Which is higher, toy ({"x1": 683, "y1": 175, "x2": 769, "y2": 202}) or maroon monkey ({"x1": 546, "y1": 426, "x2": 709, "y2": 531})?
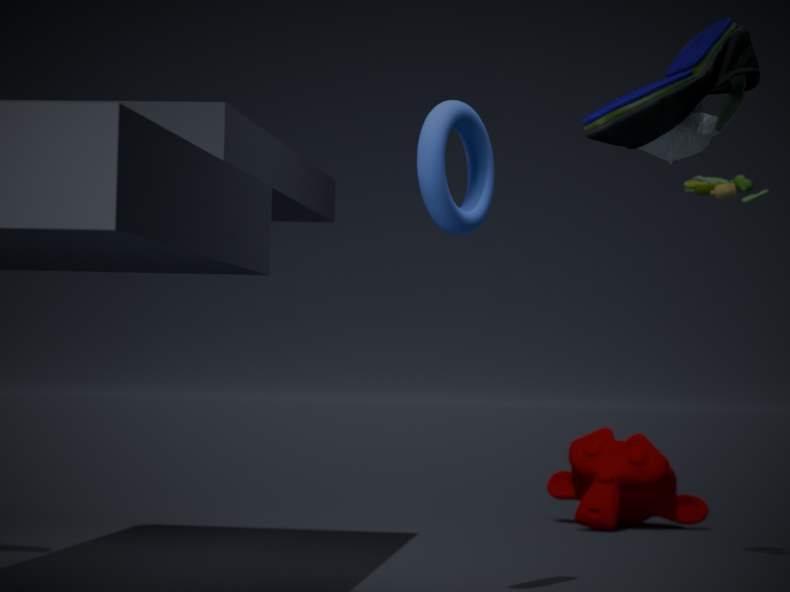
toy ({"x1": 683, "y1": 175, "x2": 769, "y2": 202})
